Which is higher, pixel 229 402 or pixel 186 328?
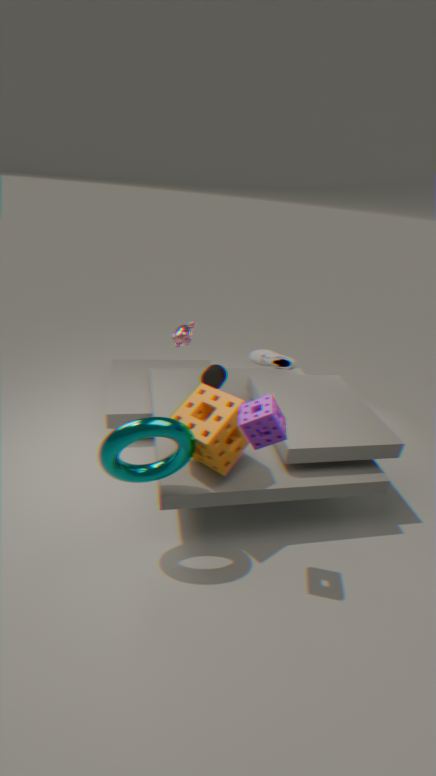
pixel 186 328
